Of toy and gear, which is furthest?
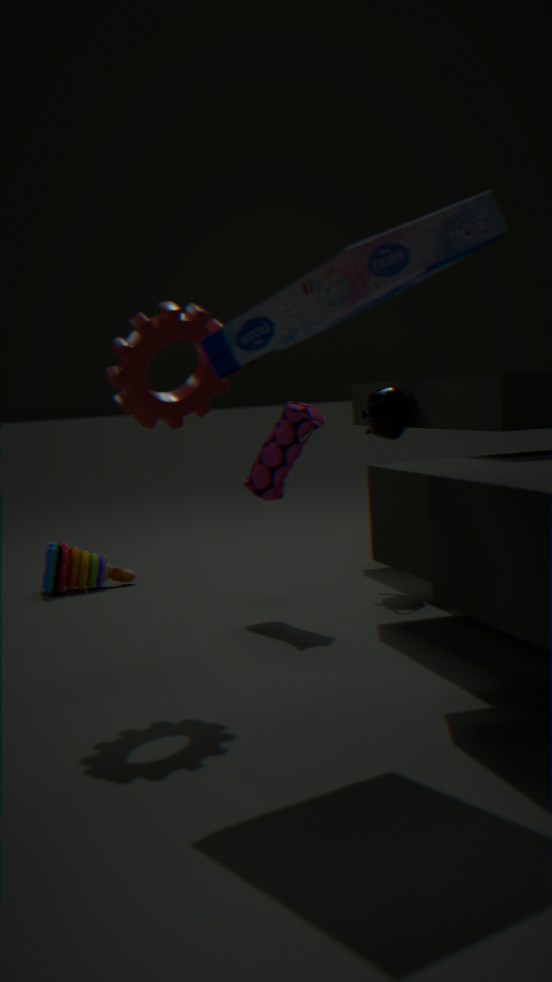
toy
